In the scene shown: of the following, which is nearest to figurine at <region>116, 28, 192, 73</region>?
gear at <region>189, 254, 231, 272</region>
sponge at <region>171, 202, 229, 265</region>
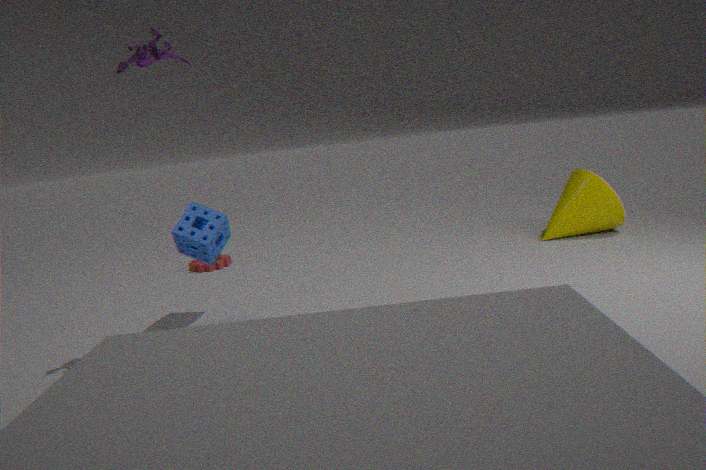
sponge at <region>171, 202, 229, 265</region>
